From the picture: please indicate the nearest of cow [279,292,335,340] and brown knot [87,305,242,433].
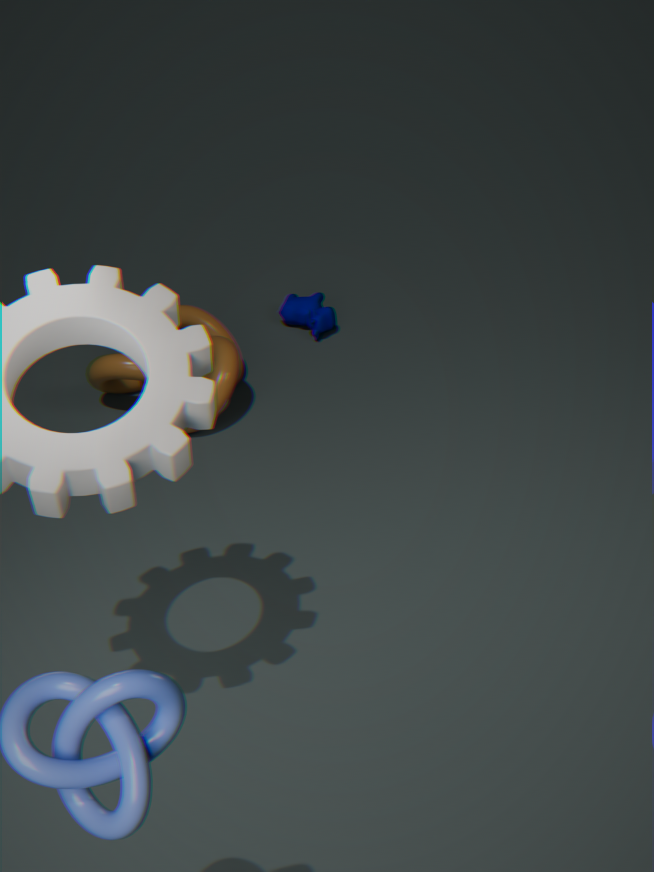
brown knot [87,305,242,433]
